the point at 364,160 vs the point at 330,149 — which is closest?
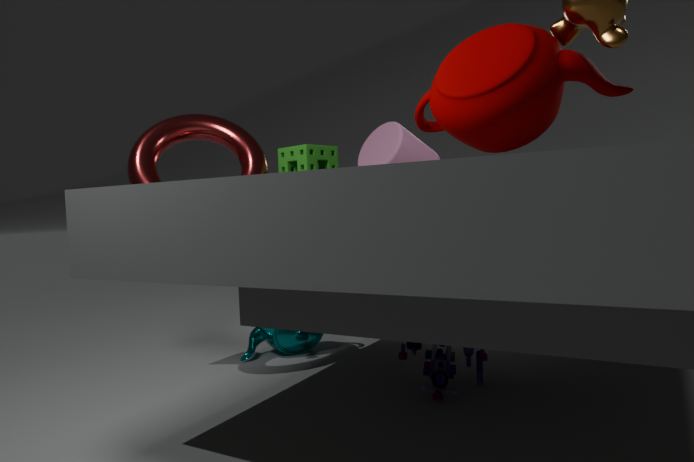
the point at 330,149
